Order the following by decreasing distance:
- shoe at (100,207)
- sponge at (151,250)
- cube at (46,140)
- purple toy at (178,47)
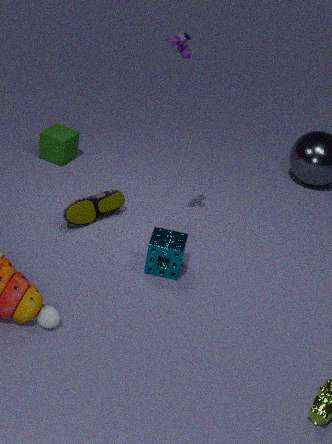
1. cube at (46,140)
2. shoe at (100,207)
3. sponge at (151,250)
4. purple toy at (178,47)
